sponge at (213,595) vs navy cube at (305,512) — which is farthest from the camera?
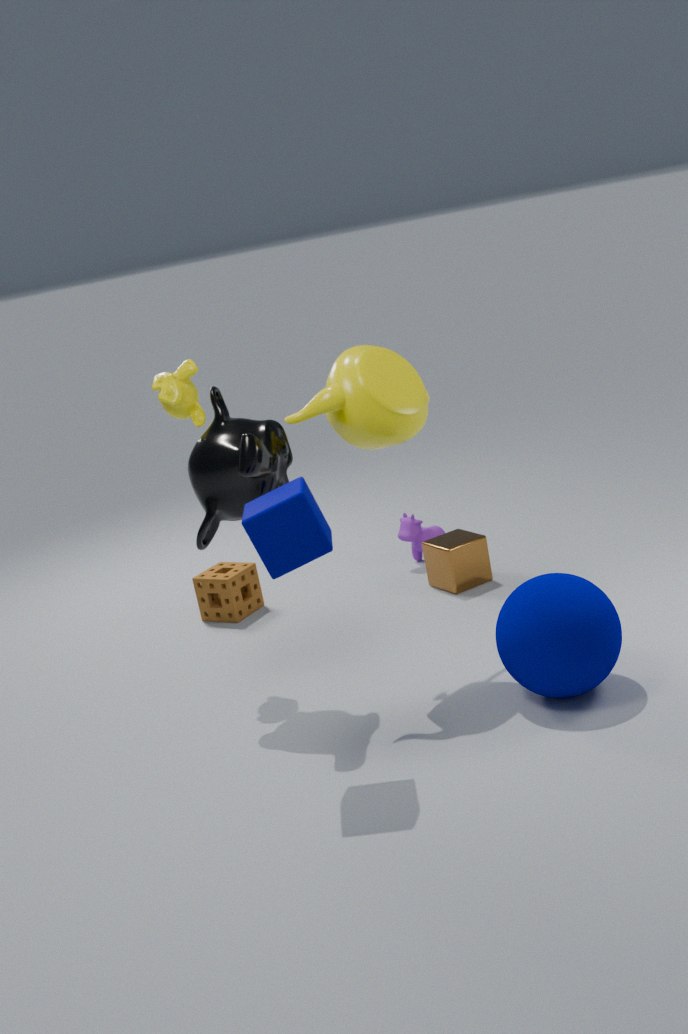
sponge at (213,595)
